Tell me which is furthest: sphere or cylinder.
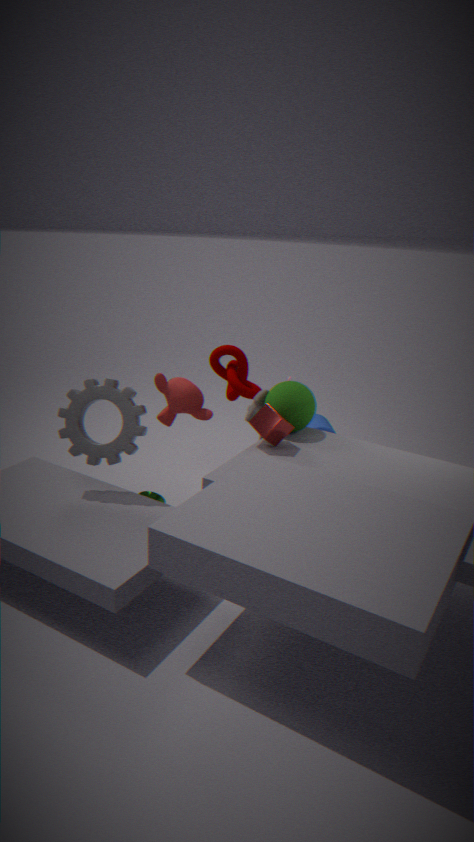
cylinder
